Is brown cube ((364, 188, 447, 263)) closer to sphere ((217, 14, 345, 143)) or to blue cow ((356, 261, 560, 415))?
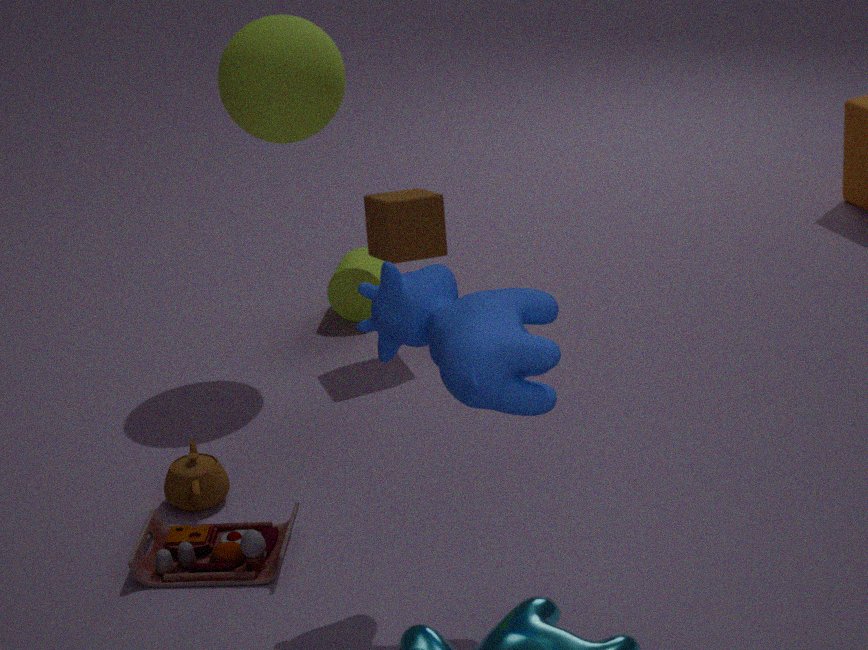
sphere ((217, 14, 345, 143))
